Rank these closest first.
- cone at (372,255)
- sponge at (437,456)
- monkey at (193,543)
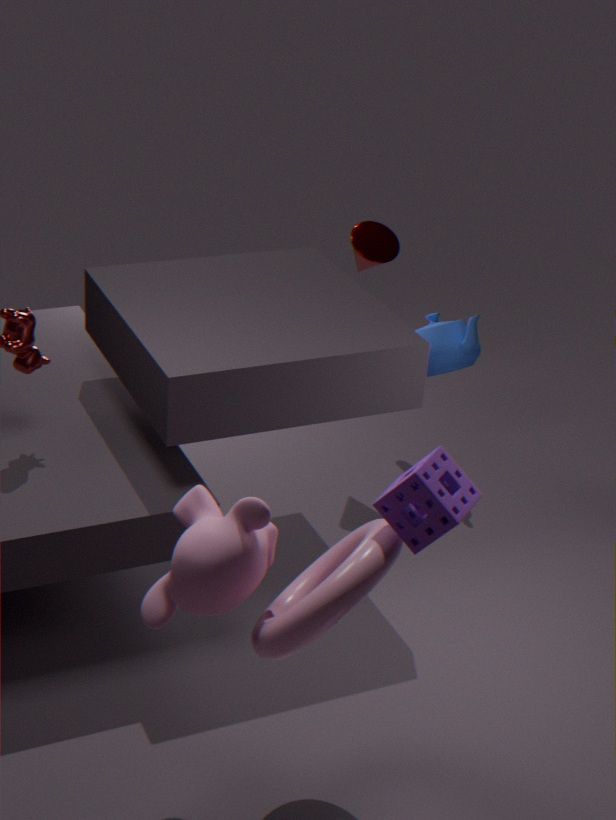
1. sponge at (437,456)
2. monkey at (193,543)
3. cone at (372,255)
